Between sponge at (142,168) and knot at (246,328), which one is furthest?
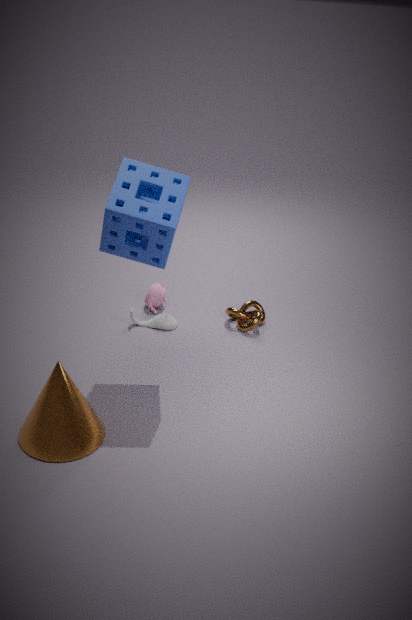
knot at (246,328)
